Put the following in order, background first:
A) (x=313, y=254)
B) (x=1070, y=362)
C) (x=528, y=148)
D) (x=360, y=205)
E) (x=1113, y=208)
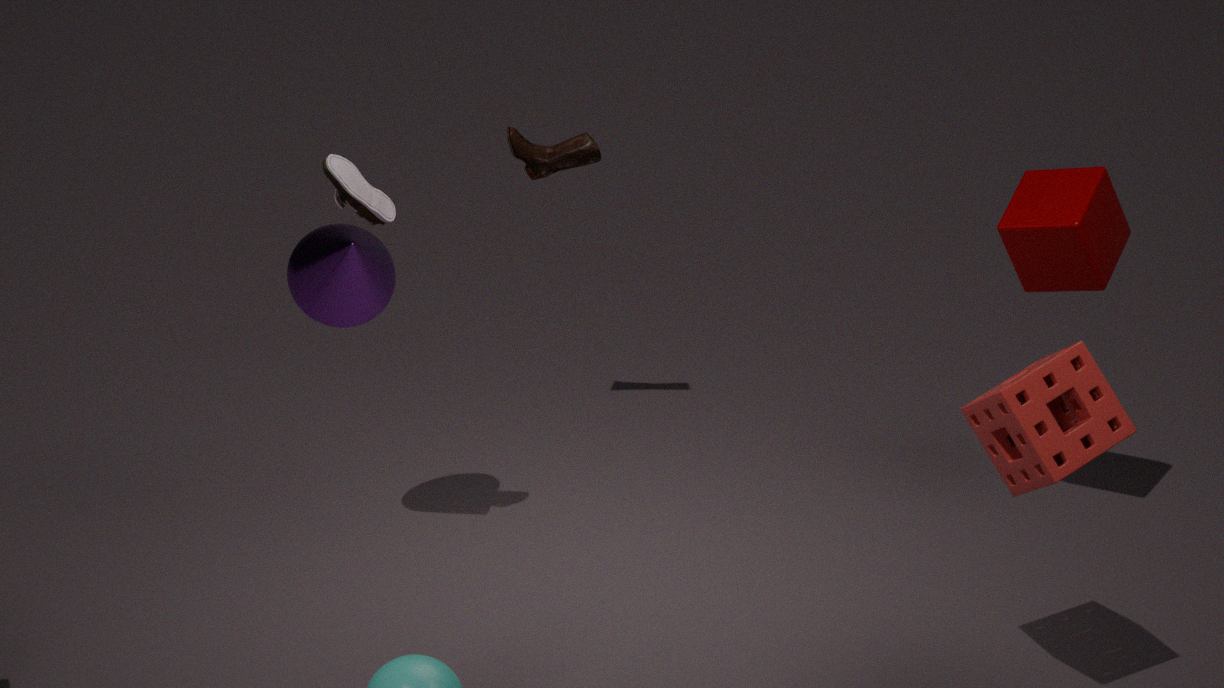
(x=528, y=148)
(x=1113, y=208)
(x=313, y=254)
(x=360, y=205)
(x=1070, y=362)
